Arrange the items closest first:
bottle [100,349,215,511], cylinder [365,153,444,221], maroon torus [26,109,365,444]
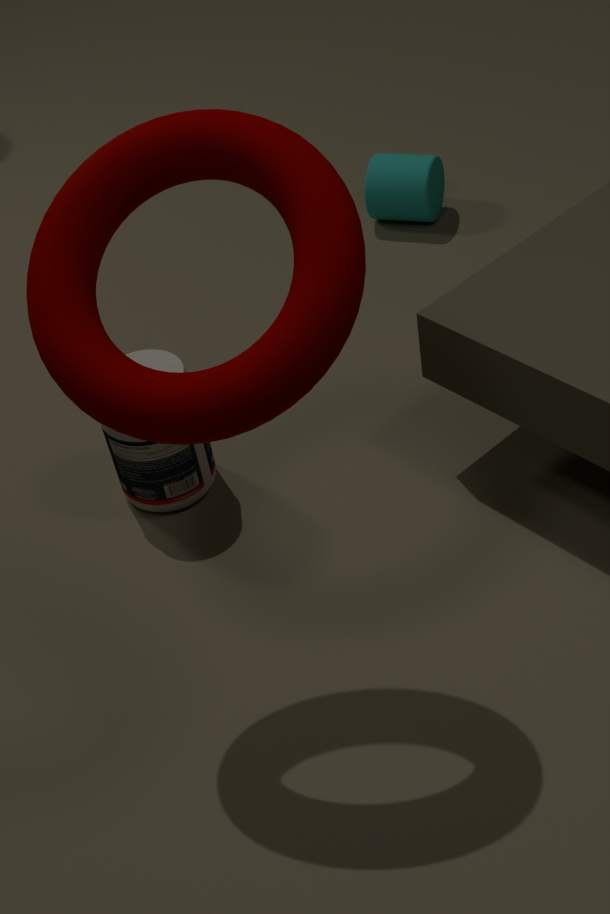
1. maroon torus [26,109,365,444]
2. bottle [100,349,215,511]
3. cylinder [365,153,444,221]
